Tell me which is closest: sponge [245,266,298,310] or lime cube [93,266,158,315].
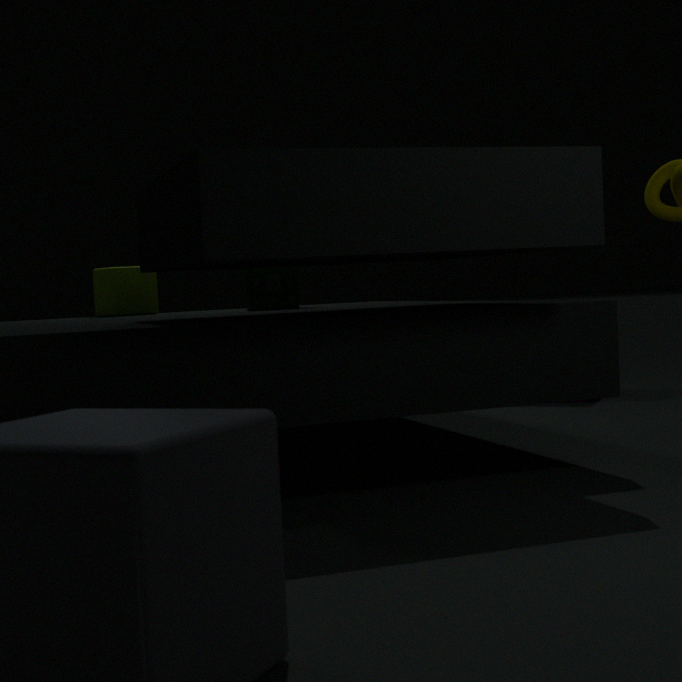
sponge [245,266,298,310]
